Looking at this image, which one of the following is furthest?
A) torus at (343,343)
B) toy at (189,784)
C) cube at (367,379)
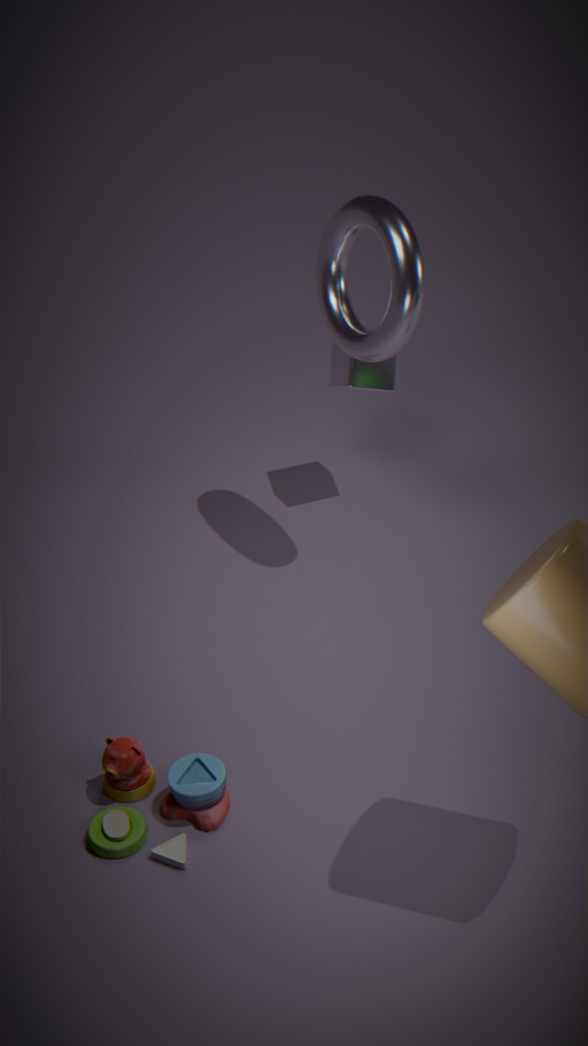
cube at (367,379)
